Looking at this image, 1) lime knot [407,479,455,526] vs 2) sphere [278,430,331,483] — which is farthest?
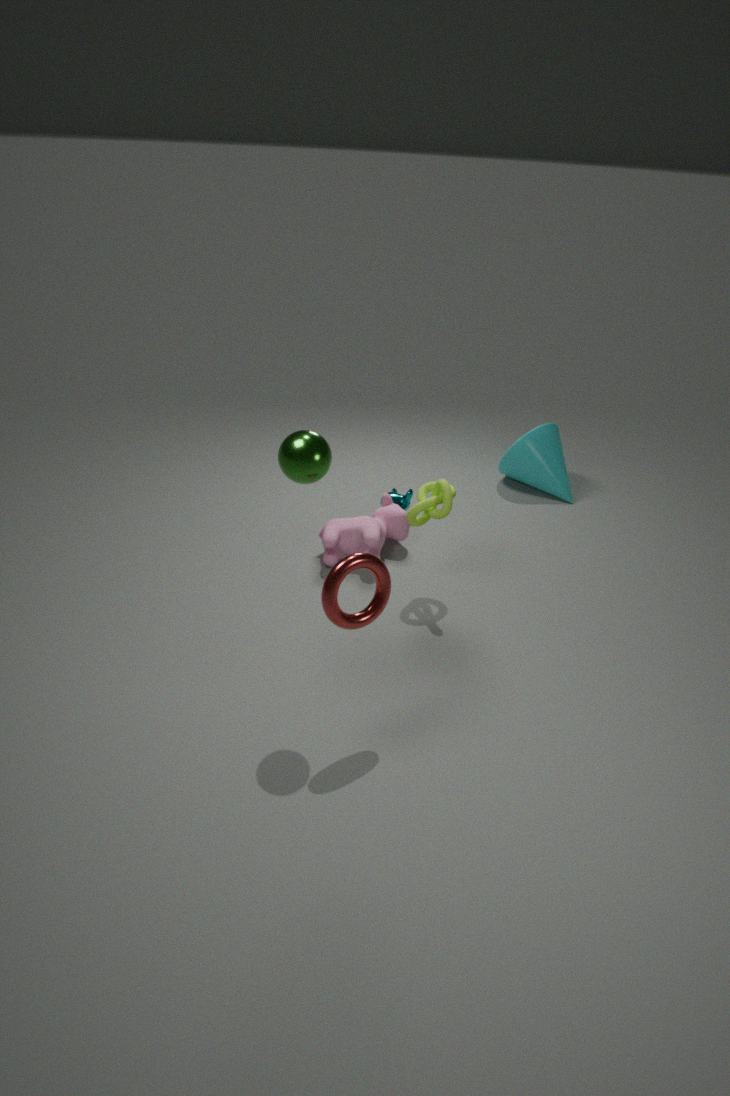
1. lime knot [407,479,455,526]
